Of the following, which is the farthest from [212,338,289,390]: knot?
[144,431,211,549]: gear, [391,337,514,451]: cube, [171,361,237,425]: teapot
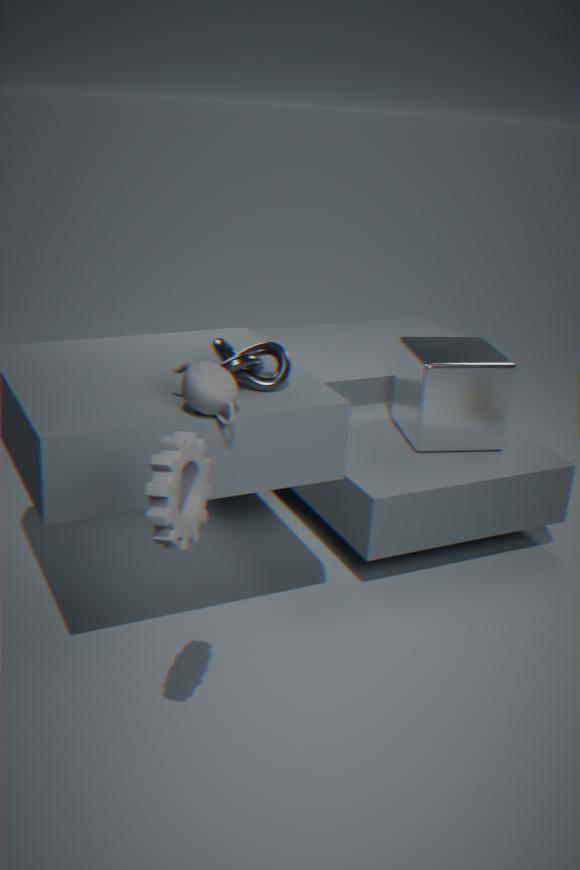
[391,337,514,451]: cube
